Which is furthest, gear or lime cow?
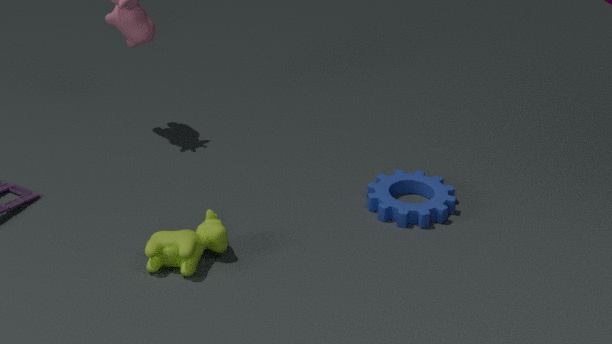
gear
